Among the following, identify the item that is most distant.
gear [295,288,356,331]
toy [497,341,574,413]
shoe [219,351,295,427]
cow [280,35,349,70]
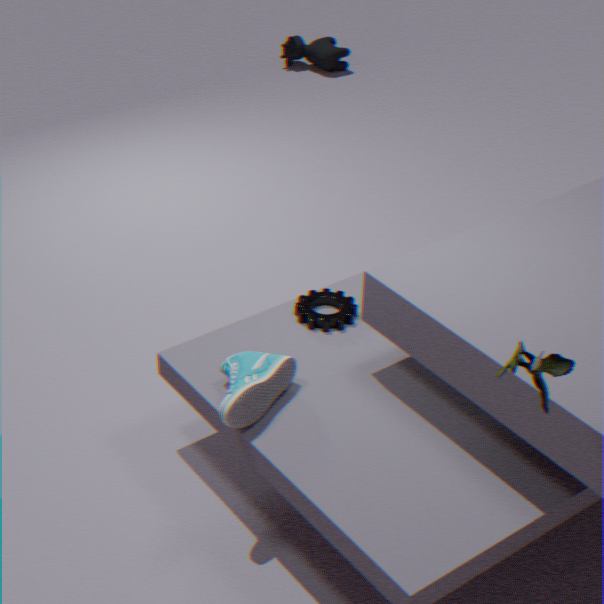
cow [280,35,349,70]
